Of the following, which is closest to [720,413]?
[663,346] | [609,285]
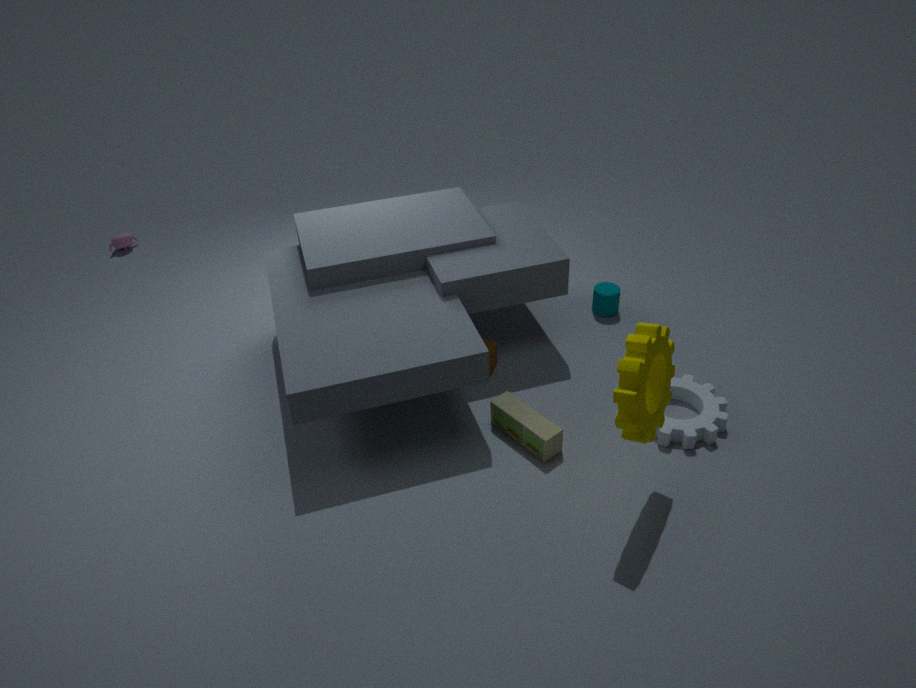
[663,346]
